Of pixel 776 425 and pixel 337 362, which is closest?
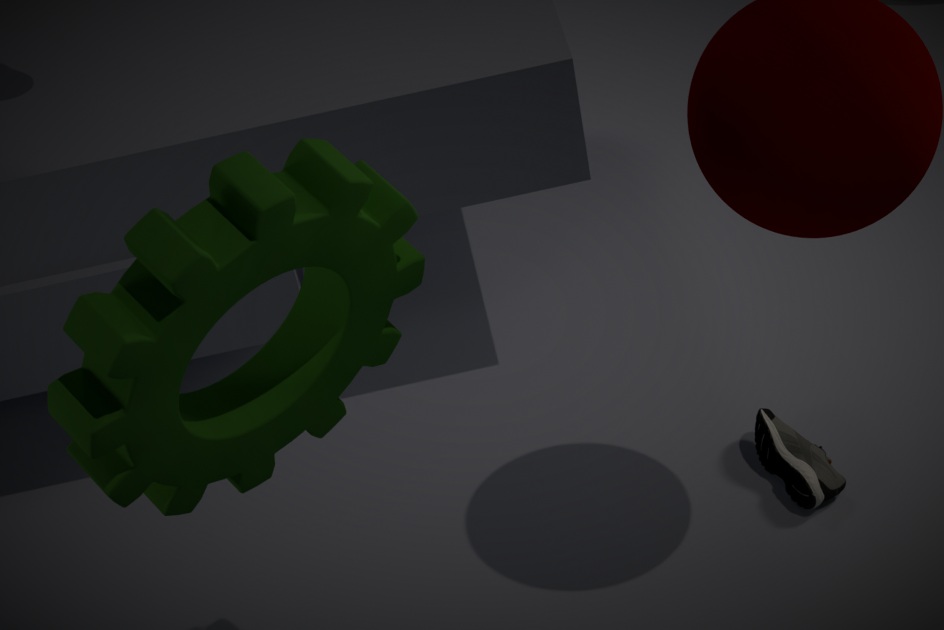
pixel 337 362
